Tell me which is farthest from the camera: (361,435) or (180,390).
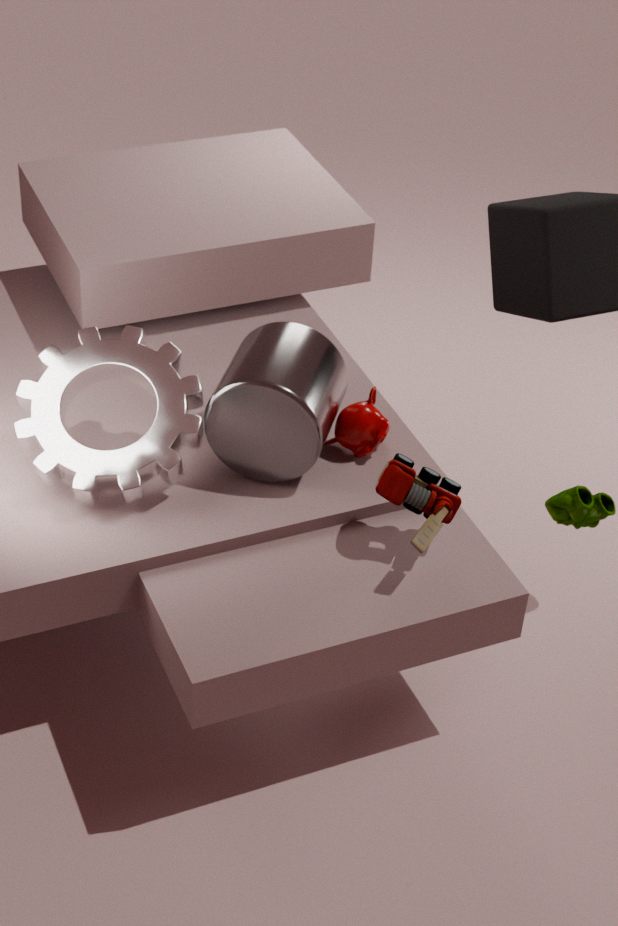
(361,435)
